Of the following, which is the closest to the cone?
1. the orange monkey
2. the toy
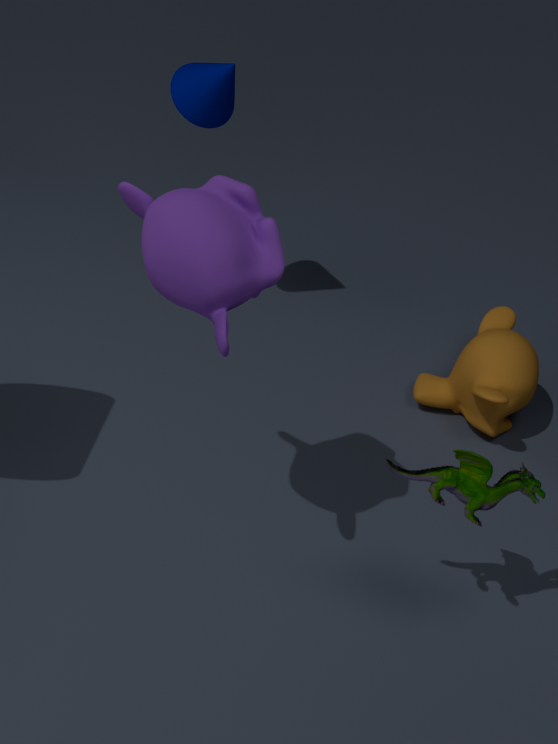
the orange monkey
